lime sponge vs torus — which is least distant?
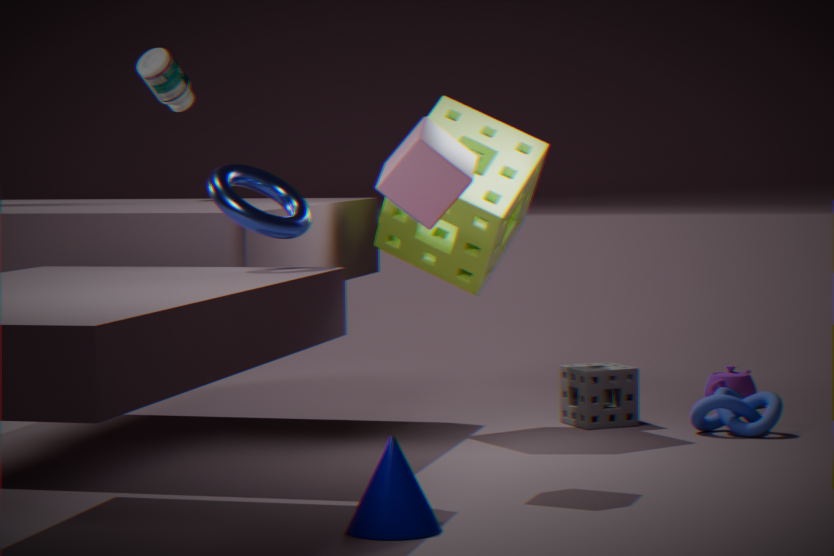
torus
